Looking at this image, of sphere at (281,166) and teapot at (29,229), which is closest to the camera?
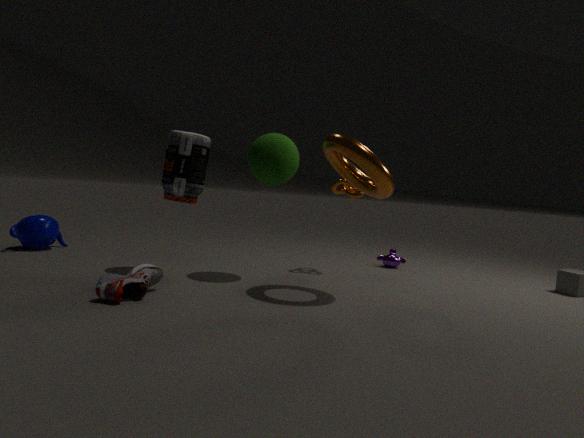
sphere at (281,166)
